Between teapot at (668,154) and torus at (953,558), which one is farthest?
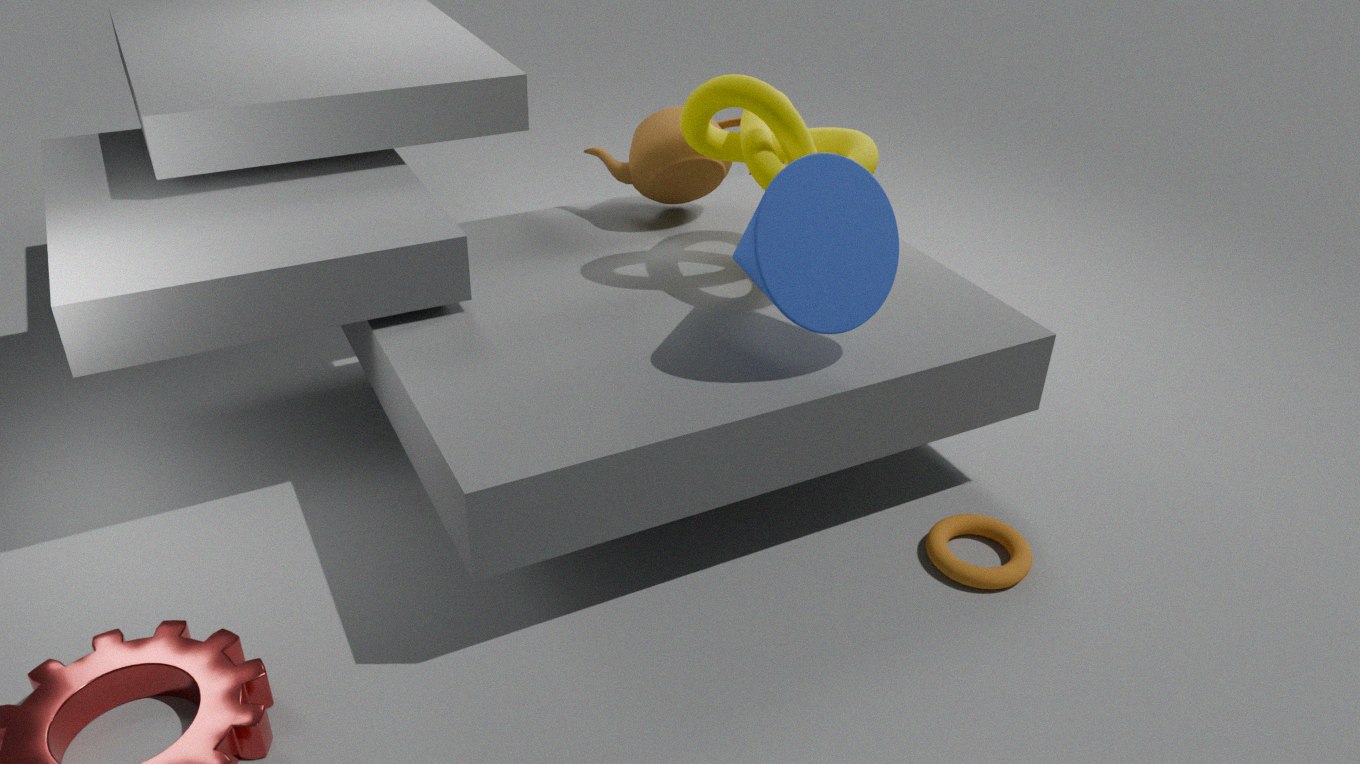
teapot at (668,154)
